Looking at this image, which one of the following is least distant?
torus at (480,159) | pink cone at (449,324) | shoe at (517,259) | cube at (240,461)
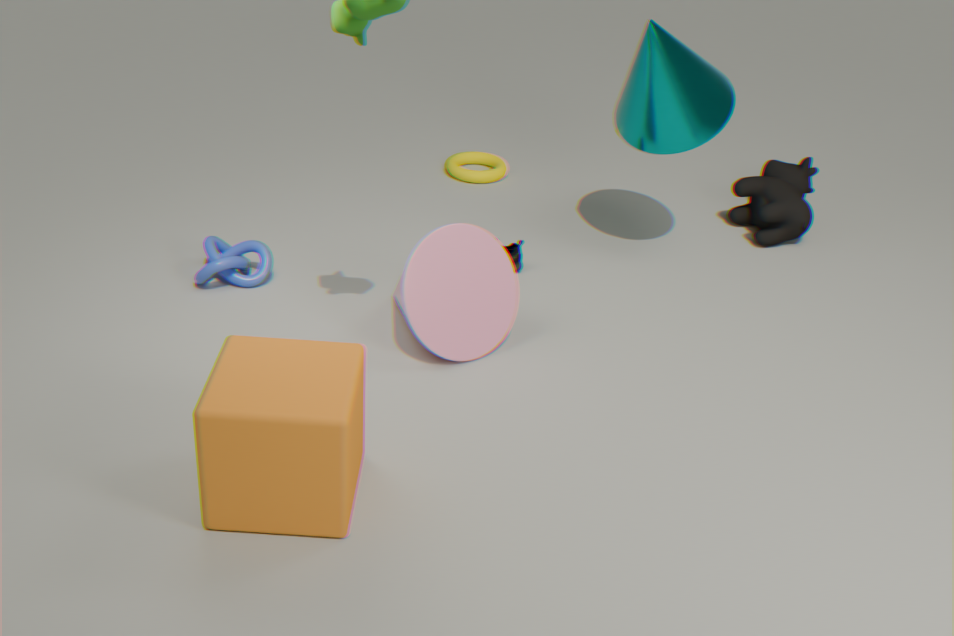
cube at (240,461)
